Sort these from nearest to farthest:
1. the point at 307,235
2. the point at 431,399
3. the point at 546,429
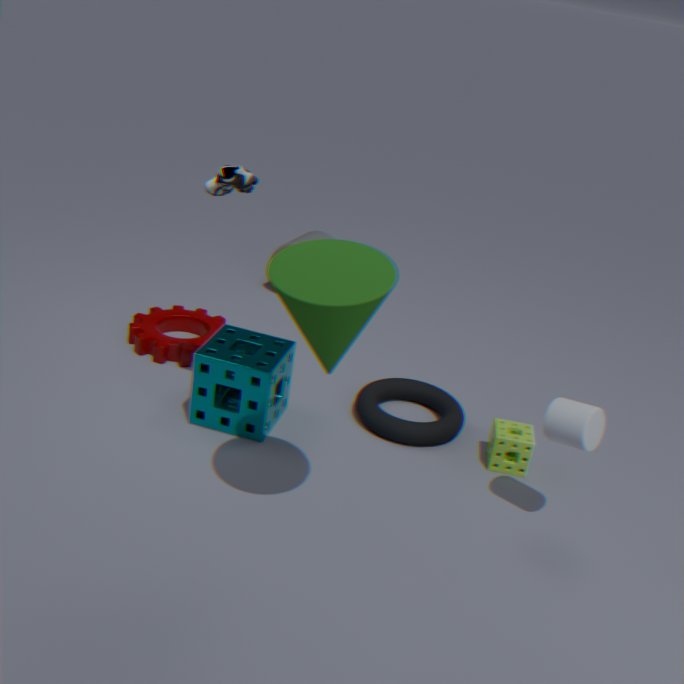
the point at 546,429 < the point at 431,399 < the point at 307,235
